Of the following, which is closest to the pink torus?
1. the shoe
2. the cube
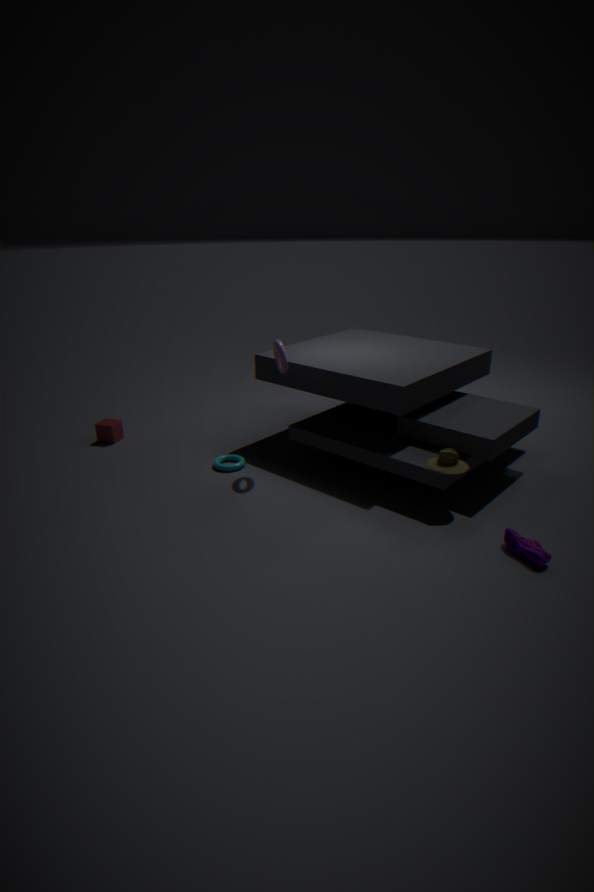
the cube
